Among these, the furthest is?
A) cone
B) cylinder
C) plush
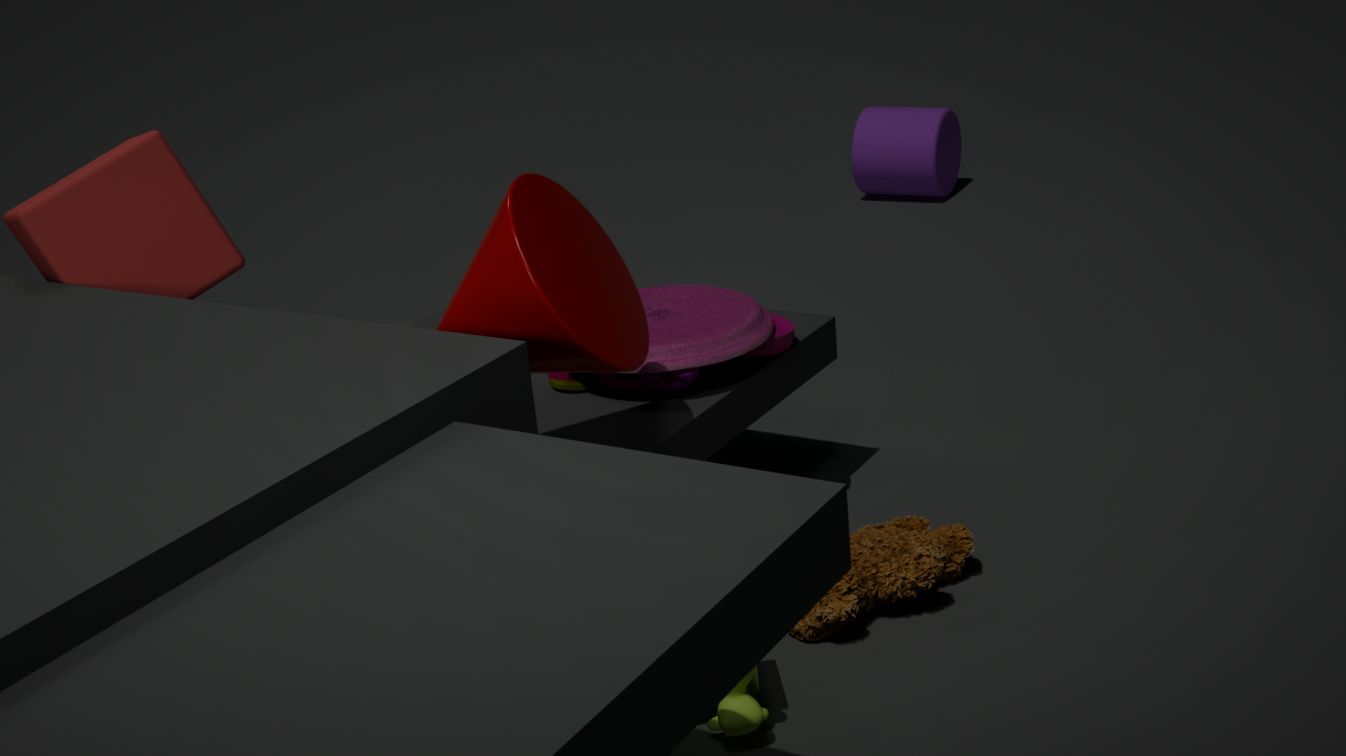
cylinder
